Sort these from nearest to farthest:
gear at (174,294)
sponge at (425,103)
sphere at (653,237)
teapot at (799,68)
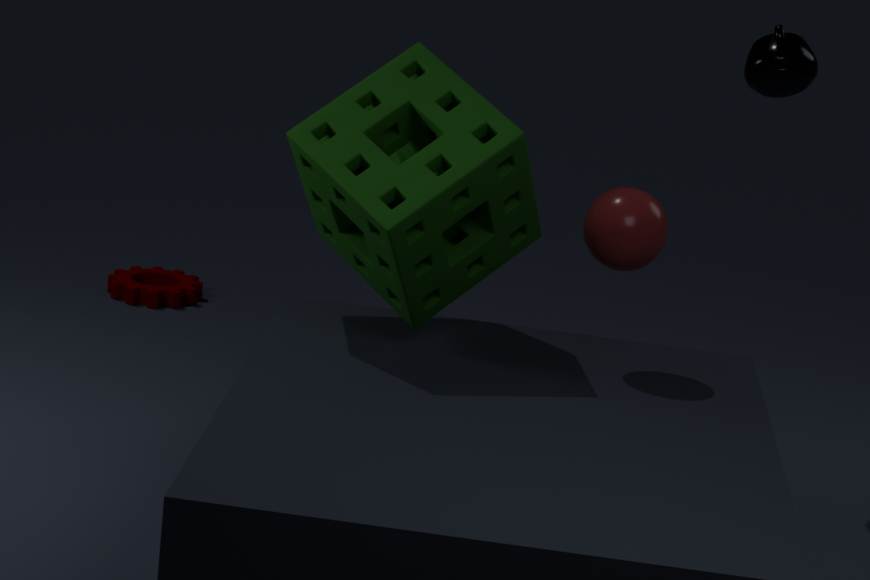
sponge at (425,103) → sphere at (653,237) → teapot at (799,68) → gear at (174,294)
